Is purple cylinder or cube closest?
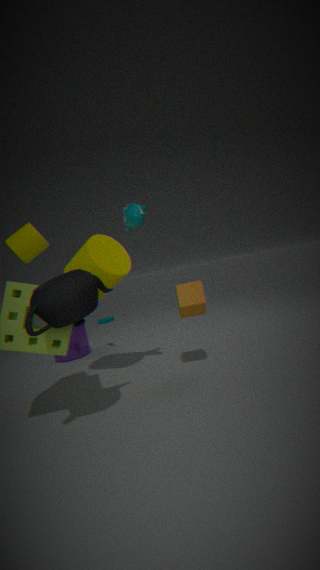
cube
